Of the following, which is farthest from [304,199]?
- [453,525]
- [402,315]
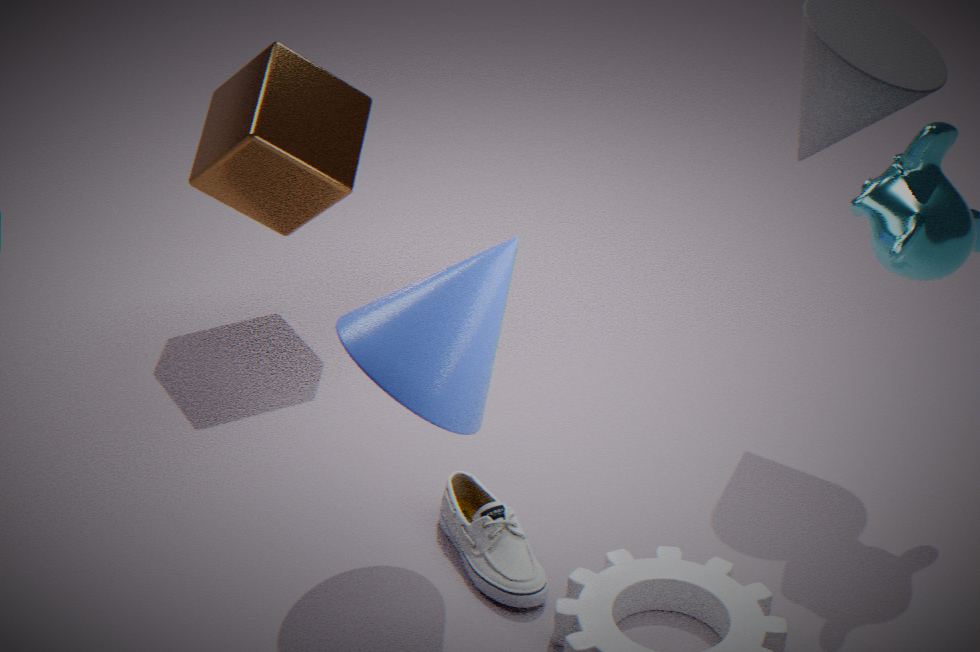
[453,525]
